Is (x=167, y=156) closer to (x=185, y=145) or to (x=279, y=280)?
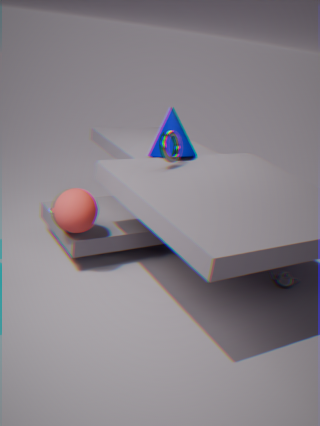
(x=185, y=145)
